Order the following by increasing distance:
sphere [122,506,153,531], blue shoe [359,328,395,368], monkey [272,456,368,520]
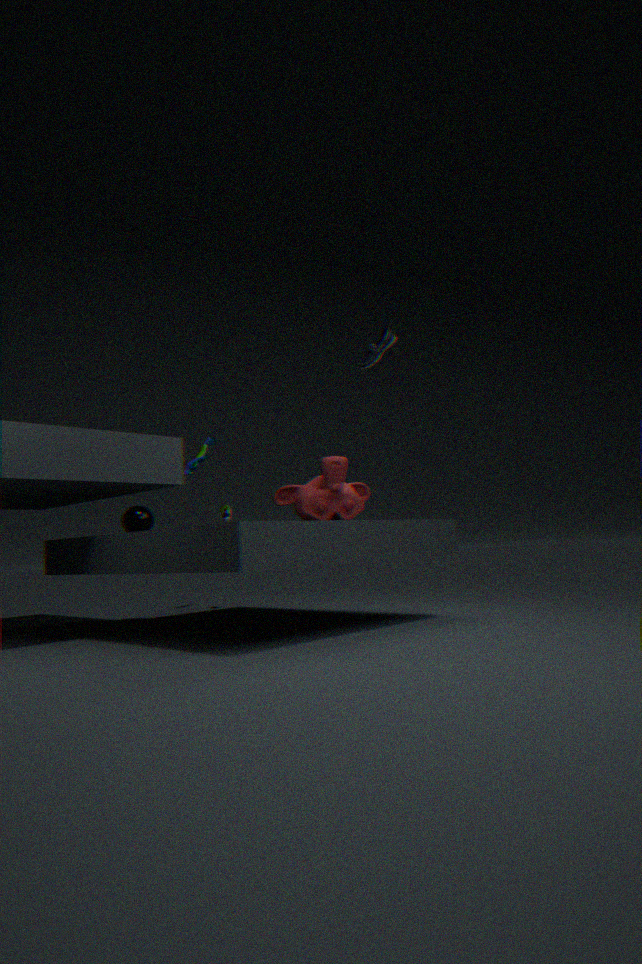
1. blue shoe [359,328,395,368]
2. monkey [272,456,368,520]
3. sphere [122,506,153,531]
